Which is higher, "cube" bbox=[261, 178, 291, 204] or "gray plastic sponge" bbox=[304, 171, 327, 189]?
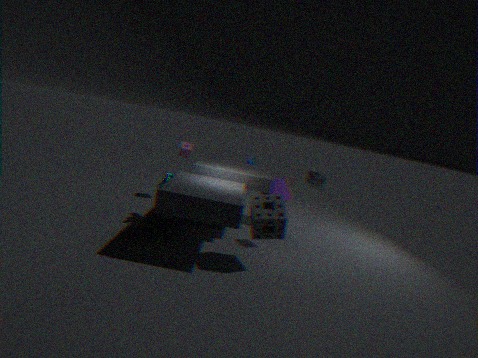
"gray plastic sponge" bbox=[304, 171, 327, 189]
